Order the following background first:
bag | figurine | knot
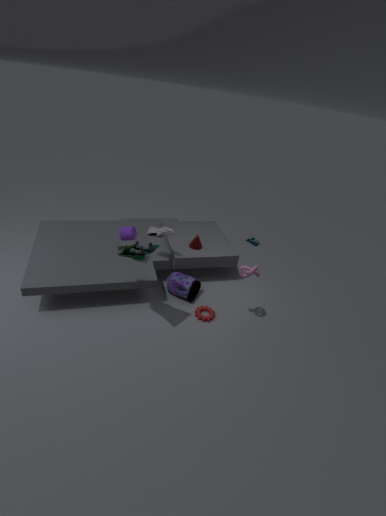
bag
knot
figurine
